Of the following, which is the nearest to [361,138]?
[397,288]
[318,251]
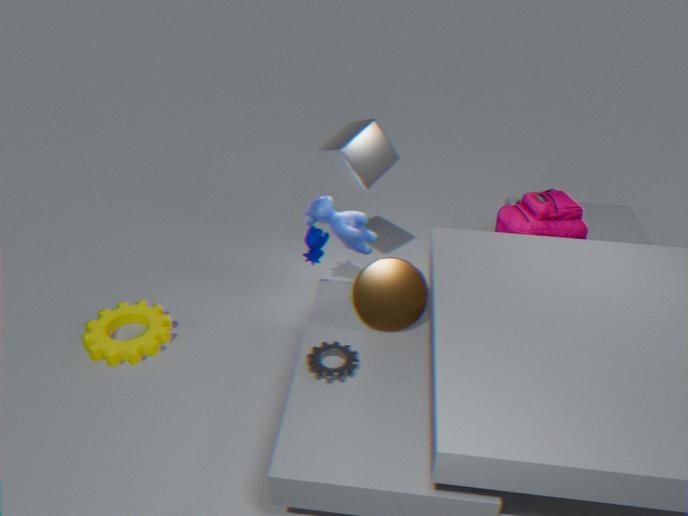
[318,251]
